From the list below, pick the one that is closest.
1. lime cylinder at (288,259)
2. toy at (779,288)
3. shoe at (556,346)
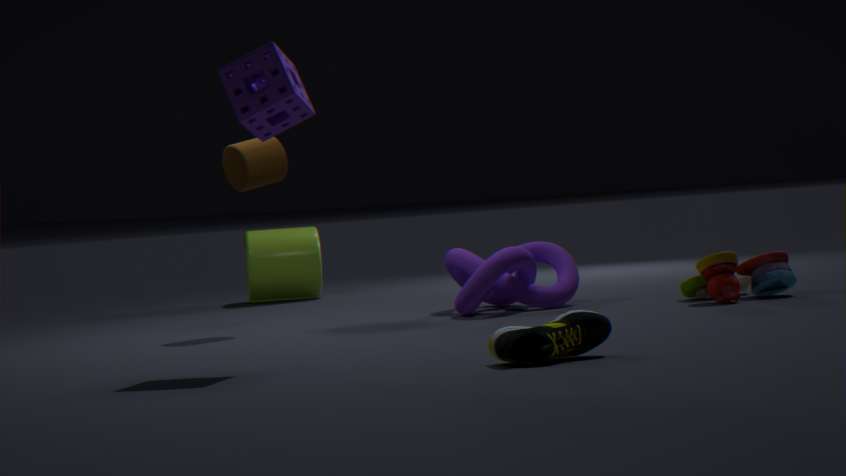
shoe at (556,346)
